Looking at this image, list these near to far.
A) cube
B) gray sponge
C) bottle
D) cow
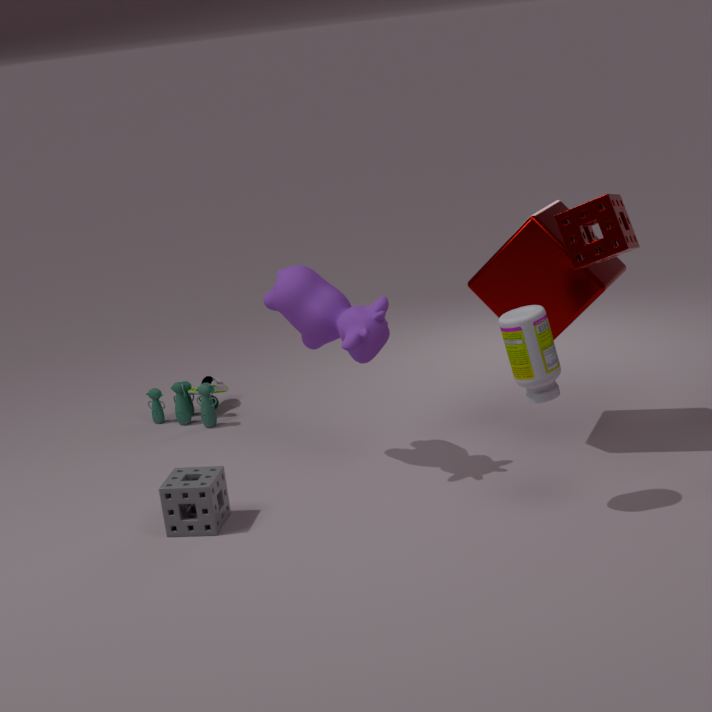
1. bottle
2. gray sponge
3. cube
4. cow
